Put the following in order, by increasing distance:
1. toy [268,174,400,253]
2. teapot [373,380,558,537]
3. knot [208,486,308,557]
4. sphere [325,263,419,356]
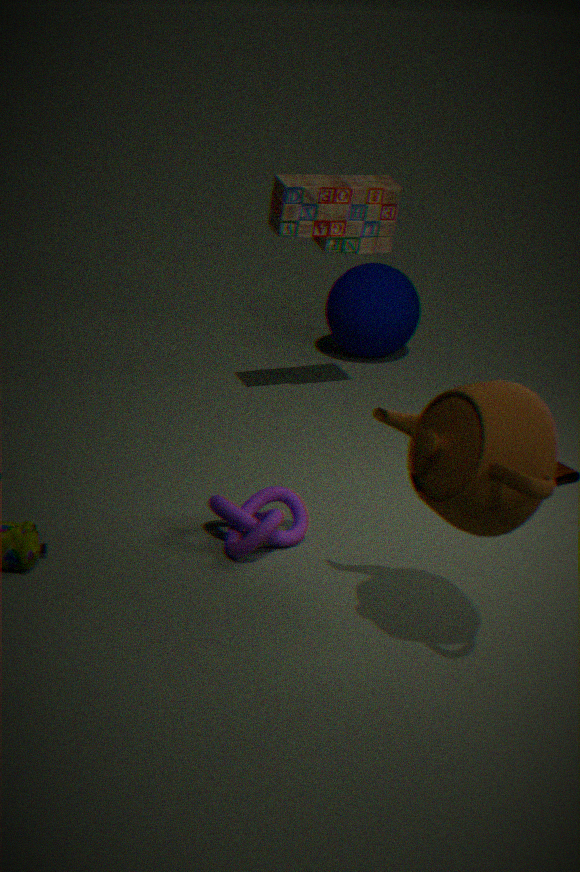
teapot [373,380,558,537], knot [208,486,308,557], toy [268,174,400,253], sphere [325,263,419,356]
